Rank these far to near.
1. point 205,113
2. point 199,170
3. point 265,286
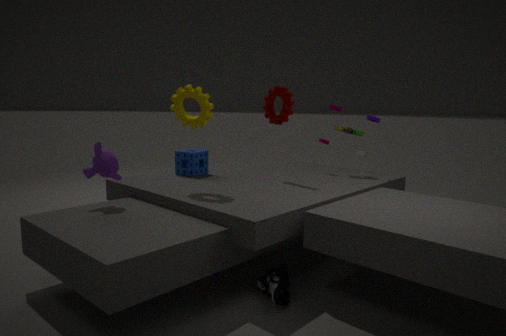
point 199,170, point 205,113, point 265,286
